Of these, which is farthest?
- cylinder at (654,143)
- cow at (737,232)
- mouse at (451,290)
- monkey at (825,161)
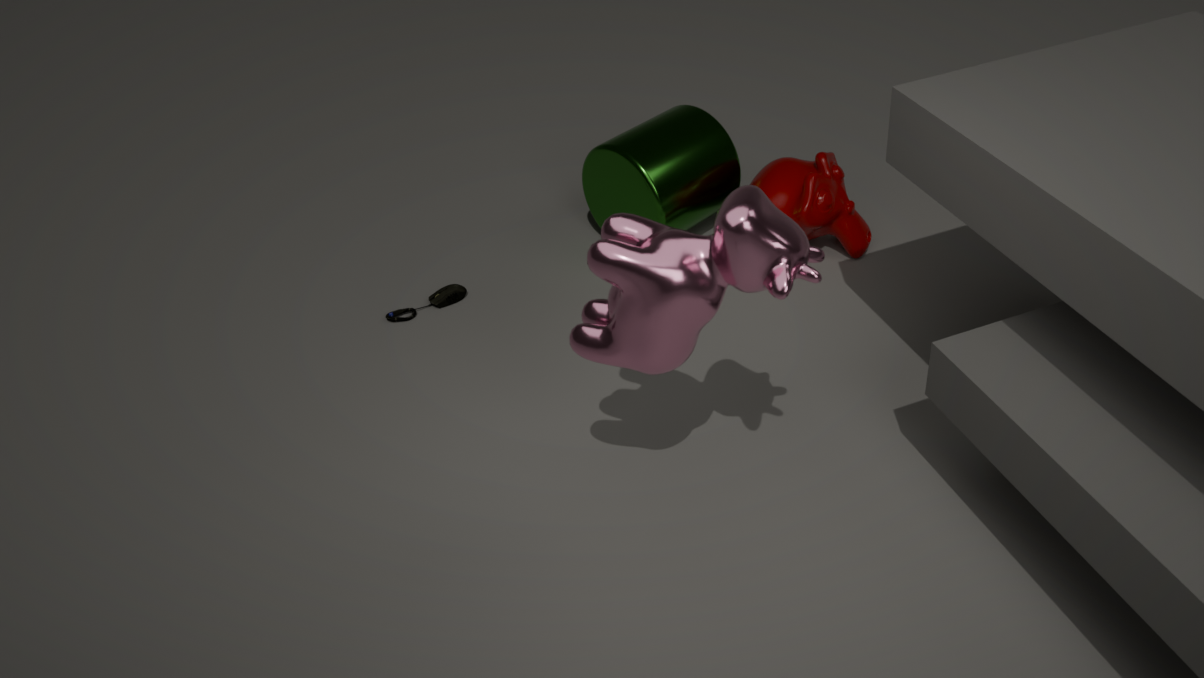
mouse at (451,290)
